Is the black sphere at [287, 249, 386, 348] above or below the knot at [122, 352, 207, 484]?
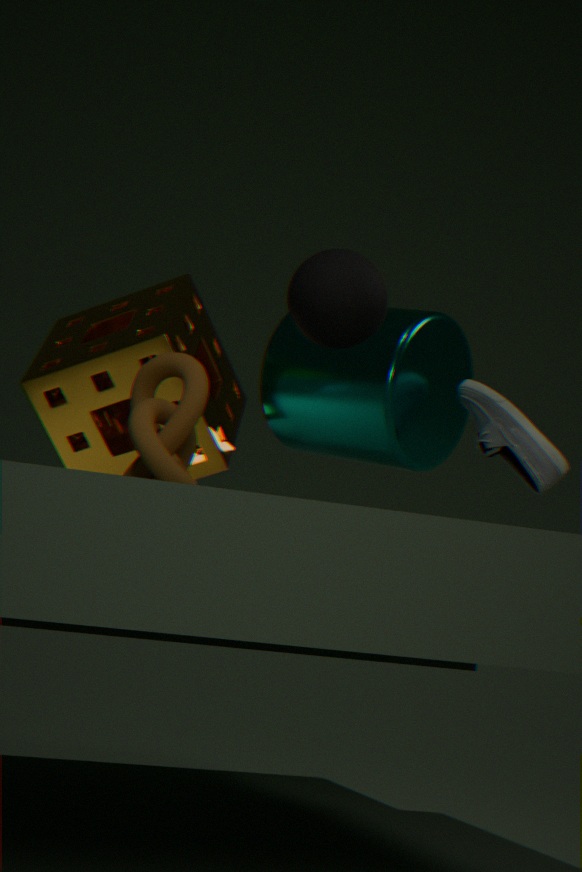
above
